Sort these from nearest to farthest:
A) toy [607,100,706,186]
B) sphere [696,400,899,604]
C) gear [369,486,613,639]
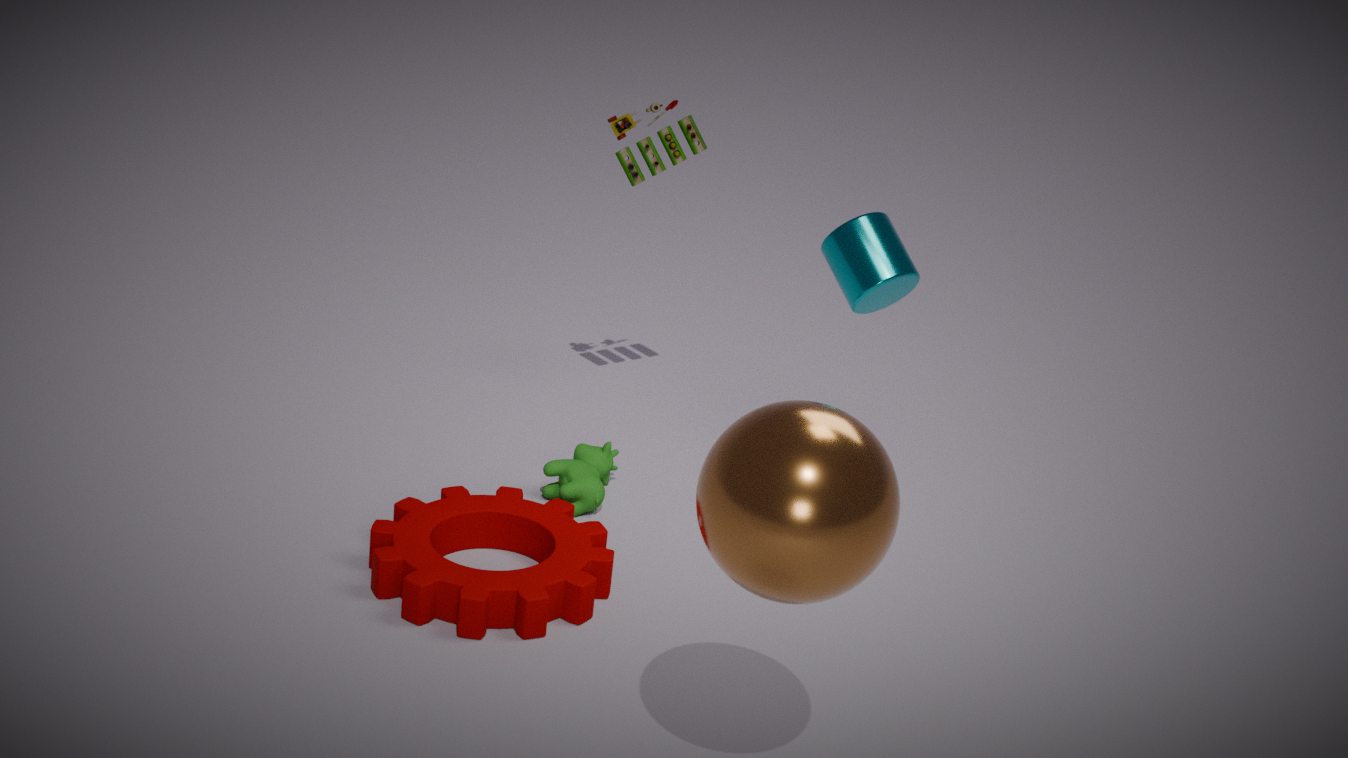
sphere [696,400,899,604], gear [369,486,613,639], toy [607,100,706,186]
